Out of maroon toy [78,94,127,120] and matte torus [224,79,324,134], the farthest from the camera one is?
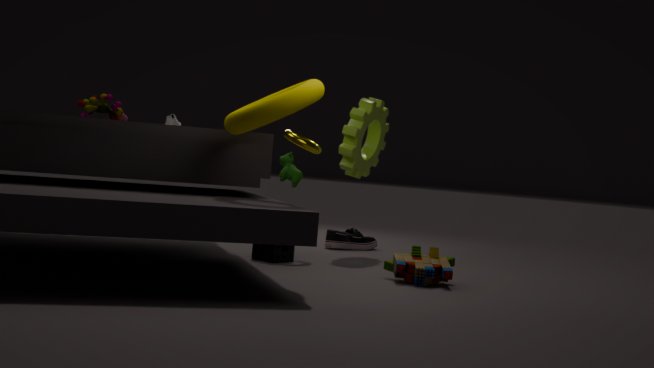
maroon toy [78,94,127,120]
